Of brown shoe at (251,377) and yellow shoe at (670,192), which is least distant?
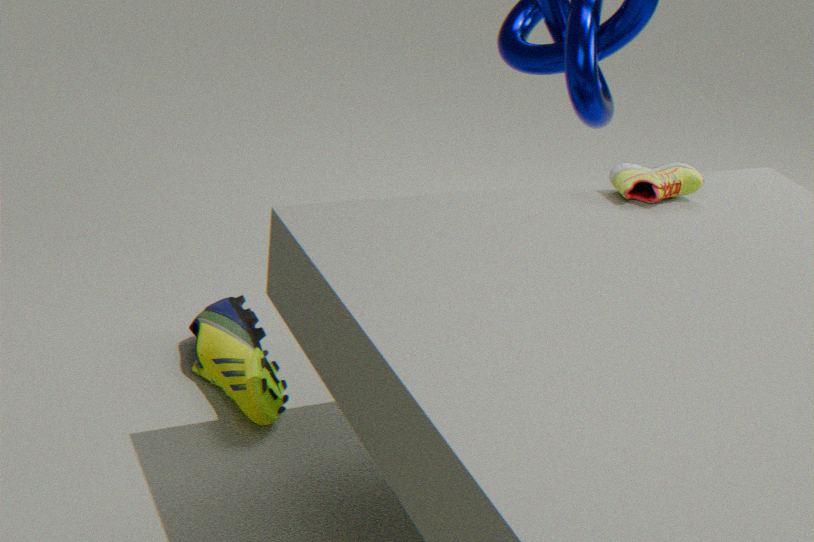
yellow shoe at (670,192)
